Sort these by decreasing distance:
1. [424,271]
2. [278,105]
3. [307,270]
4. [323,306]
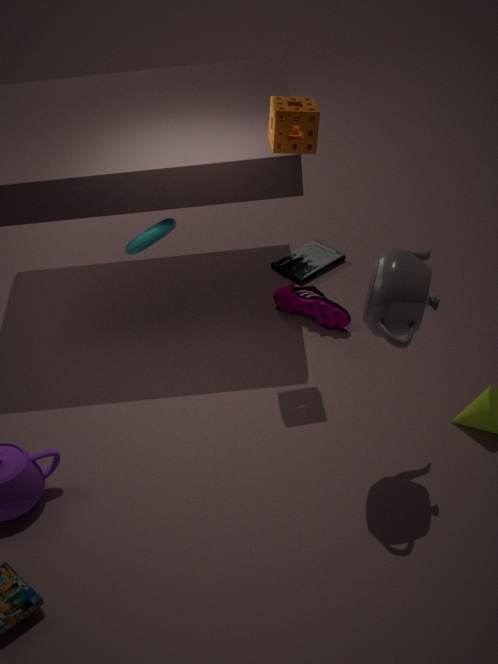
[307,270]
[323,306]
[278,105]
[424,271]
